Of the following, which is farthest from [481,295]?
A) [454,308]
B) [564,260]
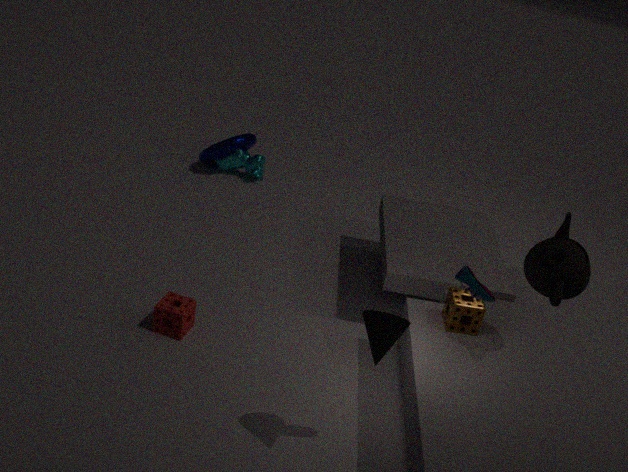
[454,308]
